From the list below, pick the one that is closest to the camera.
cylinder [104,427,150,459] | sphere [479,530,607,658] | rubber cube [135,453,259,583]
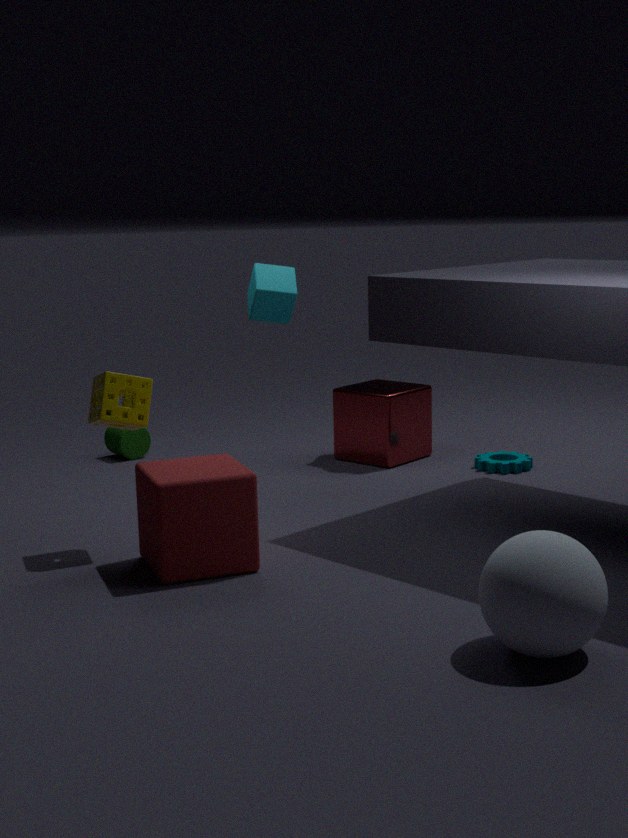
sphere [479,530,607,658]
